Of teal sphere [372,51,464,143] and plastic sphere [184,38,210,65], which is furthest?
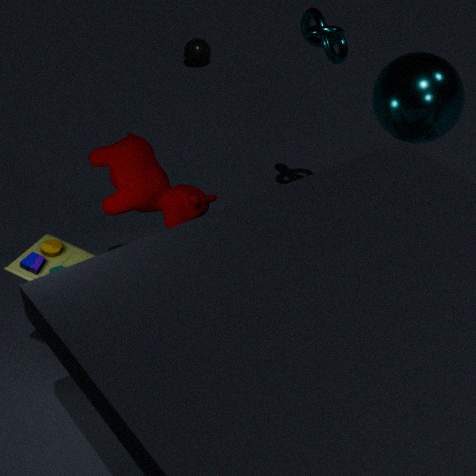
plastic sphere [184,38,210,65]
